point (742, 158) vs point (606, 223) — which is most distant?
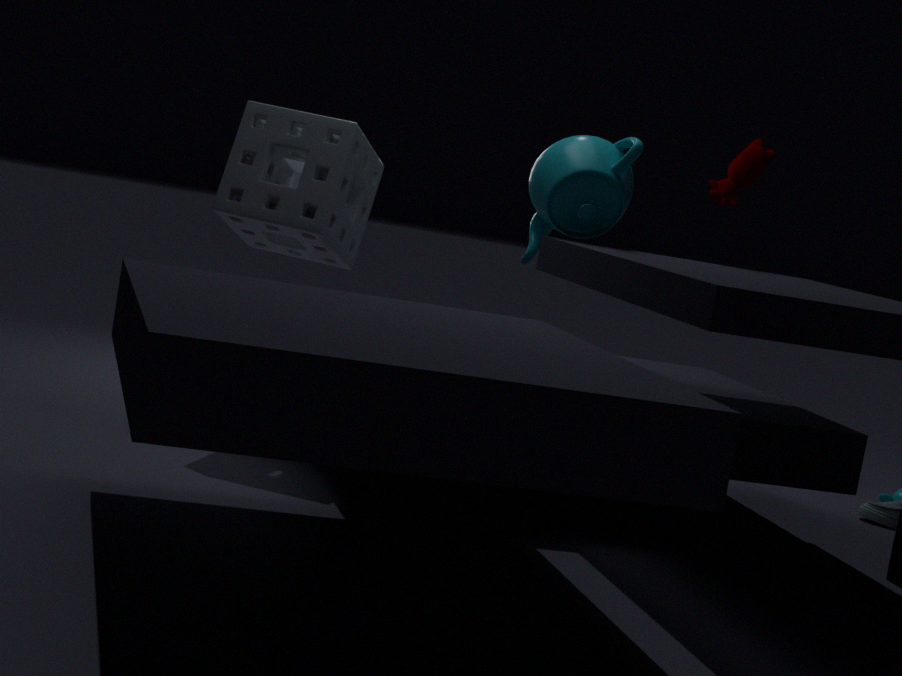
point (742, 158)
